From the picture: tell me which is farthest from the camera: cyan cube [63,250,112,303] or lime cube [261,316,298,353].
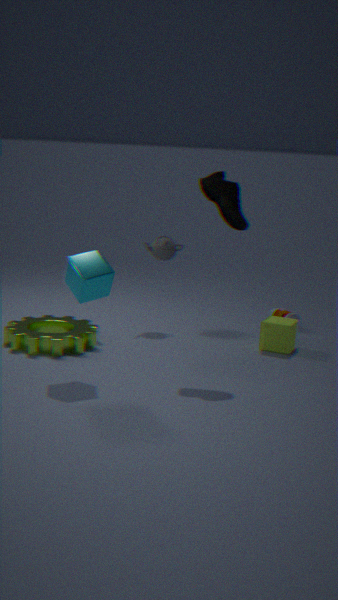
lime cube [261,316,298,353]
